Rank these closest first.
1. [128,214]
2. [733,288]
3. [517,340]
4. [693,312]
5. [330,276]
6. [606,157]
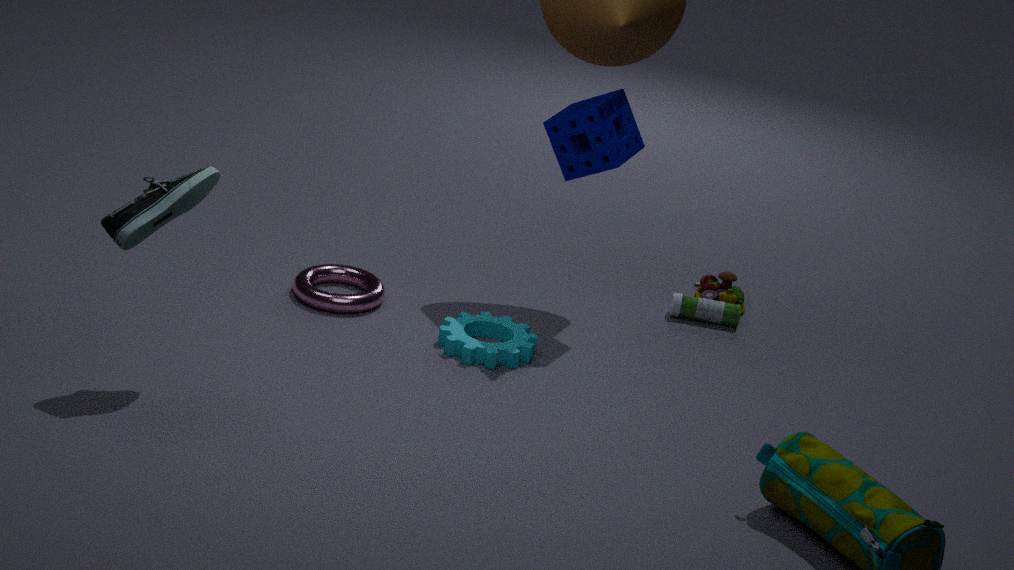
[128,214] → [517,340] → [606,157] → [330,276] → [693,312] → [733,288]
